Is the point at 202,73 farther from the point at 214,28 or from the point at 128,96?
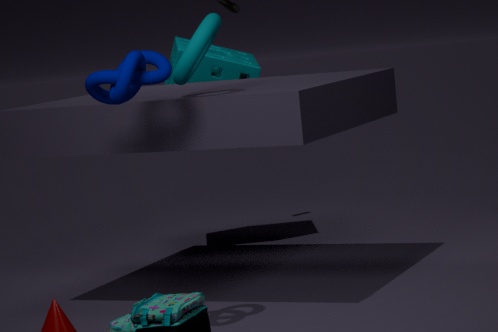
the point at 128,96
